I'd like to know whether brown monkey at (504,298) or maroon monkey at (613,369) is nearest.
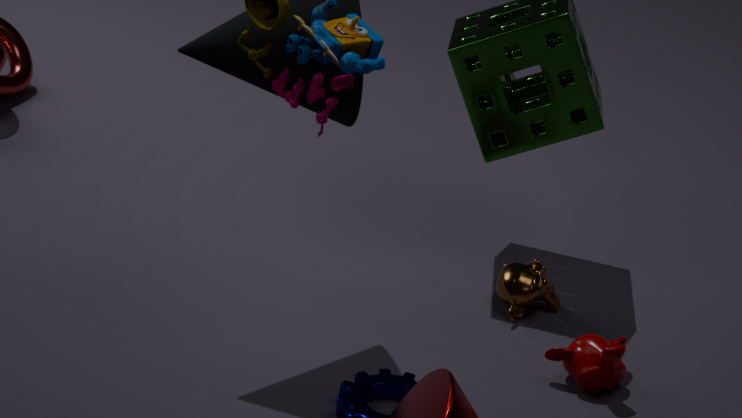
maroon monkey at (613,369)
